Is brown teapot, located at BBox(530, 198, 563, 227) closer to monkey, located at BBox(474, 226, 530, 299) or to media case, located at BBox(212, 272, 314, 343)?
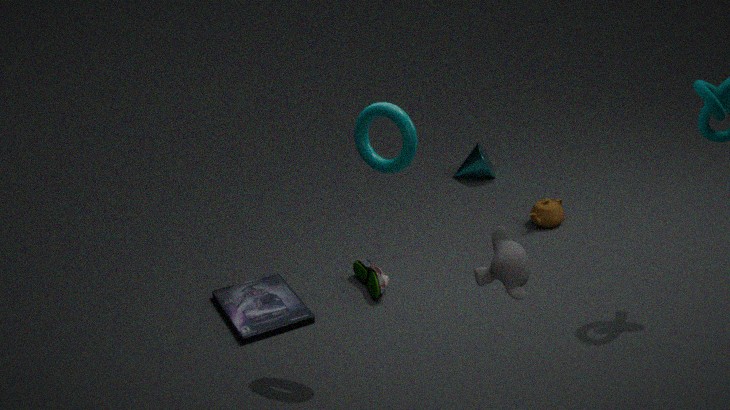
media case, located at BBox(212, 272, 314, 343)
